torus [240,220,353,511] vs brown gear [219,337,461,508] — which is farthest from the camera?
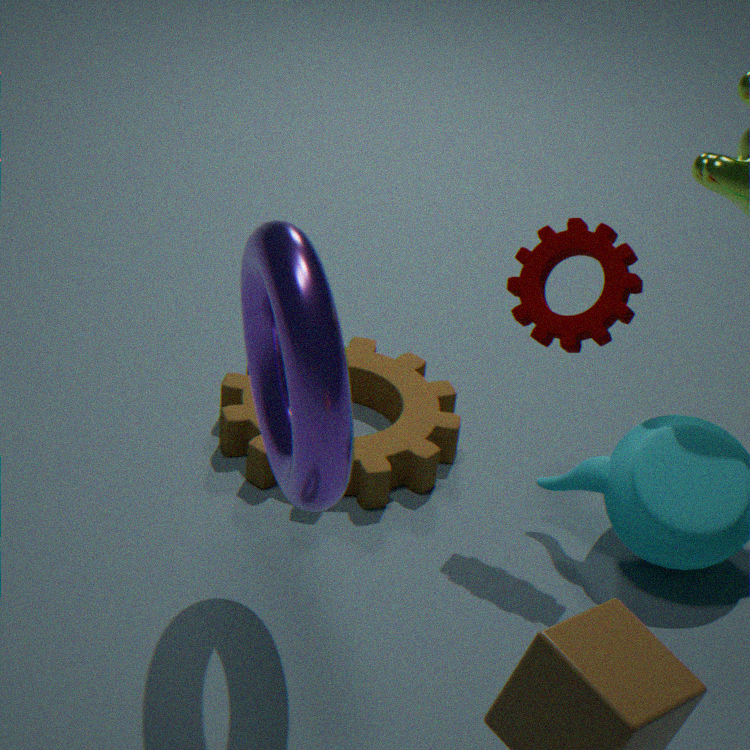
brown gear [219,337,461,508]
